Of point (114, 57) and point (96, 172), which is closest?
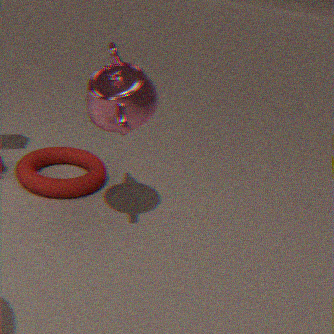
point (114, 57)
